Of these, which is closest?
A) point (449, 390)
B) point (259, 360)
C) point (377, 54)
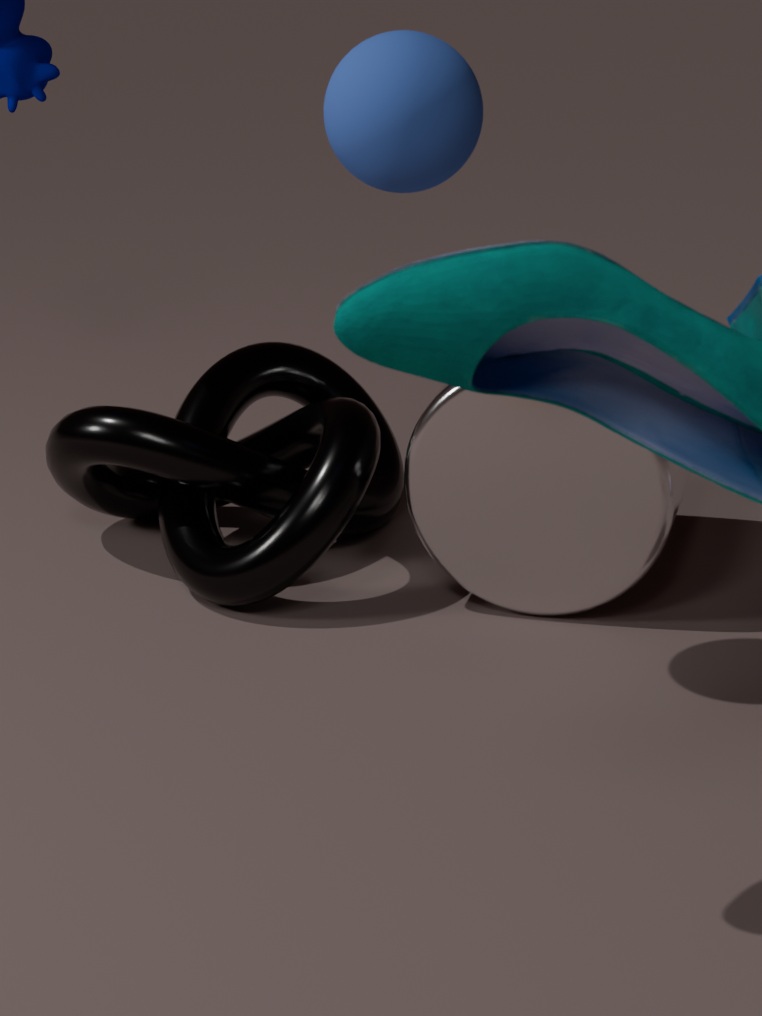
point (377, 54)
